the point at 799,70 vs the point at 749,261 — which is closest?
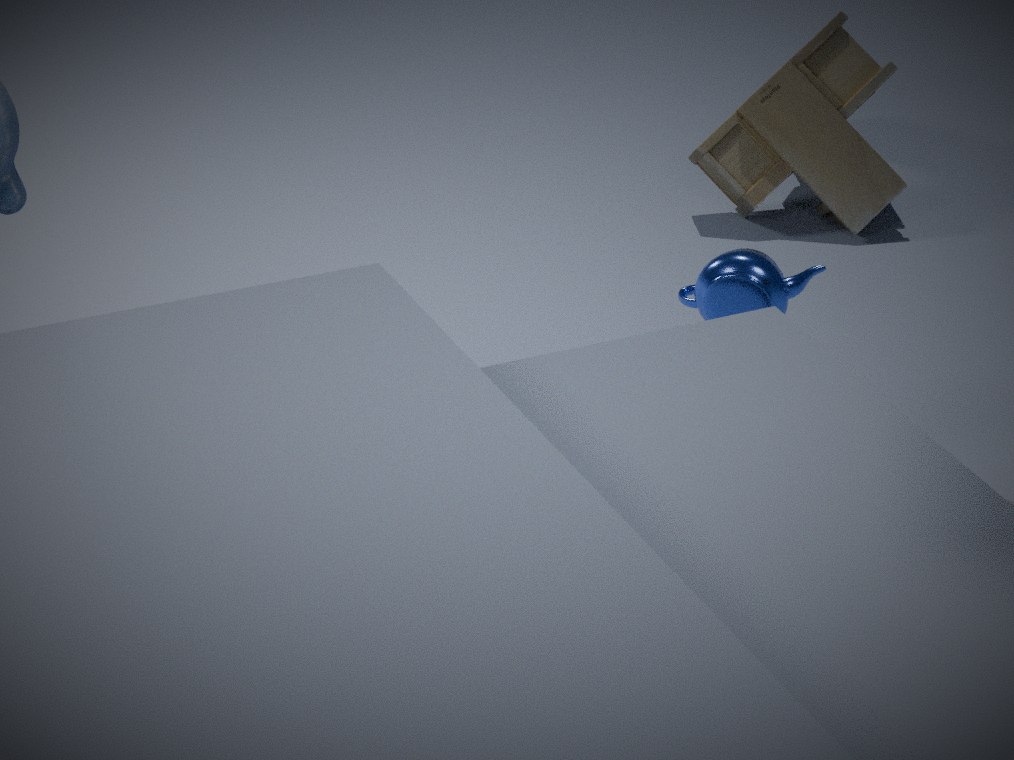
the point at 749,261
